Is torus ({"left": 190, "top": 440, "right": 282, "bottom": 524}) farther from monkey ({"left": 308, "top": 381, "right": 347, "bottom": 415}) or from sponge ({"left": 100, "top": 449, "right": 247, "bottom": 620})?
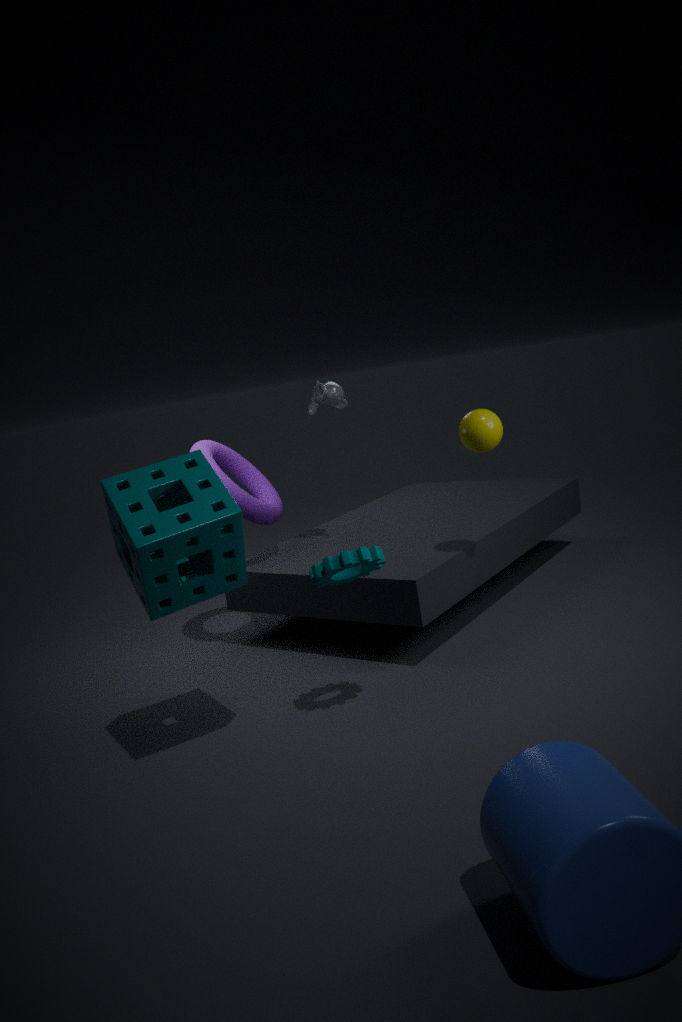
sponge ({"left": 100, "top": 449, "right": 247, "bottom": 620})
